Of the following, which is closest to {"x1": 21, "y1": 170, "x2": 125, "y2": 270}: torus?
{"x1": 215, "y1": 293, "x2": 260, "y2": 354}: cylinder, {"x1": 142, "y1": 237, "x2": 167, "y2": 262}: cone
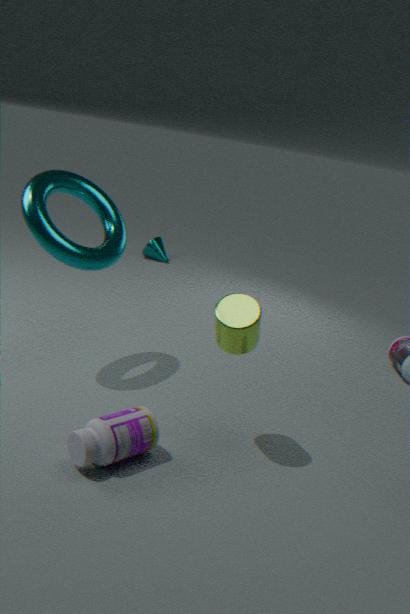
{"x1": 215, "y1": 293, "x2": 260, "y2": 354}: cylinder
